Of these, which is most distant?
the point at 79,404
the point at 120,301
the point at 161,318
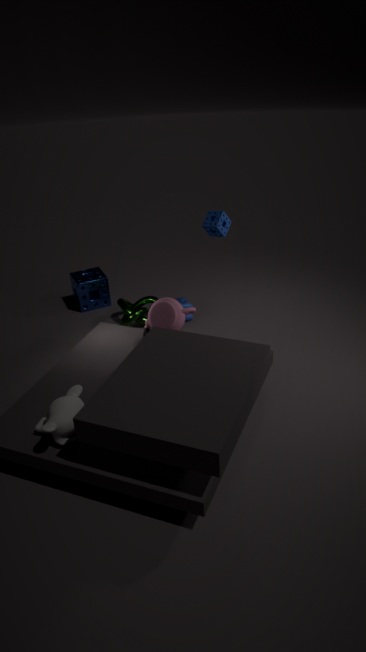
the point at 120,301
